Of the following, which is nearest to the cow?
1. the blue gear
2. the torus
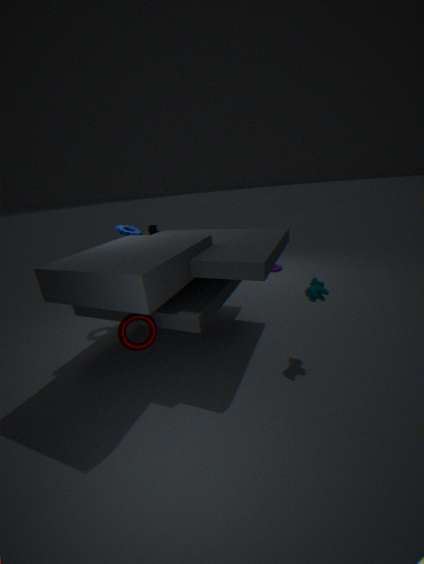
the torus
